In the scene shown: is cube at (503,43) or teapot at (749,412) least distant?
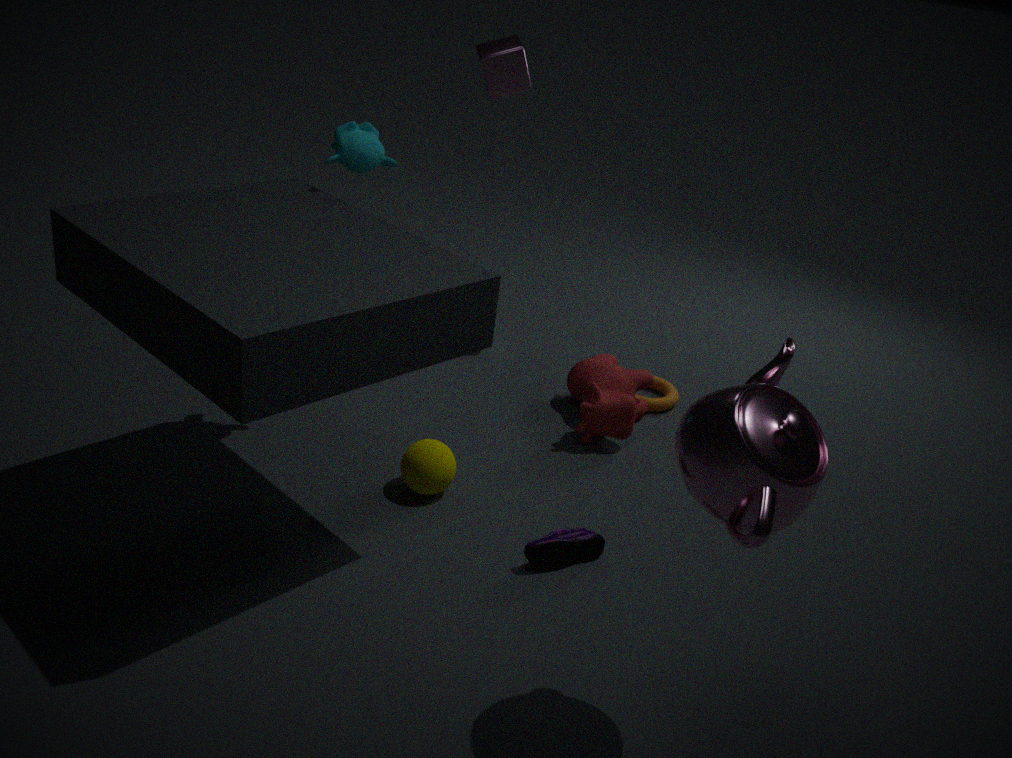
teapot at (749,412)
